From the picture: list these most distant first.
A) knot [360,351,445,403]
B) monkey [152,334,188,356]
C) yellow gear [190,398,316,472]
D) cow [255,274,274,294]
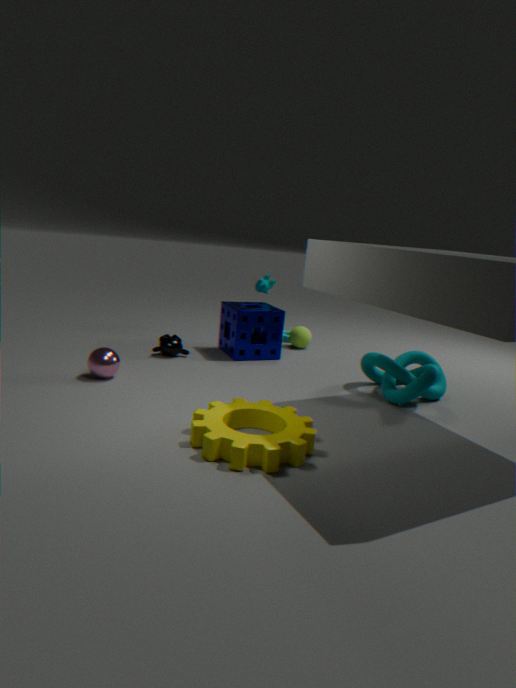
cow [255,274,274,294] < monkey [152,334,188,356] < knot [360,351,445,403] < yellow gear [190,398,316,472]
